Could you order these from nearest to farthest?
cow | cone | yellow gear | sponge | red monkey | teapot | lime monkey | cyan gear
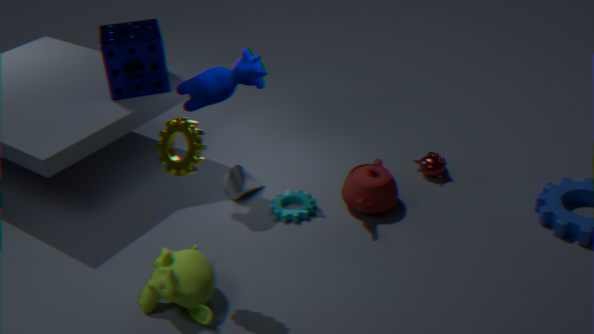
yellow gear → lime monkey → cow → teapot → cyan gear → sponge → cone → red monkey
